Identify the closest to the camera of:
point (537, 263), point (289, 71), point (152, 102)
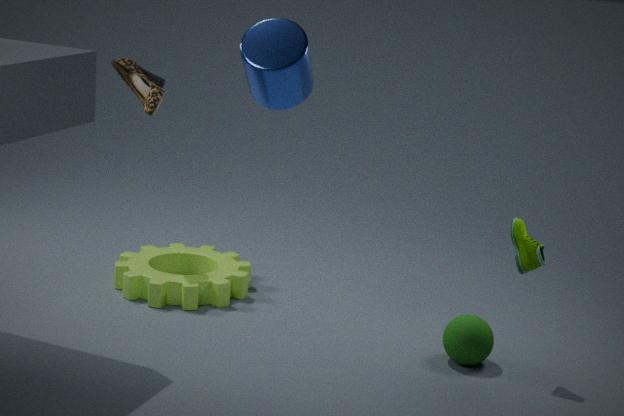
point (289, 71)
